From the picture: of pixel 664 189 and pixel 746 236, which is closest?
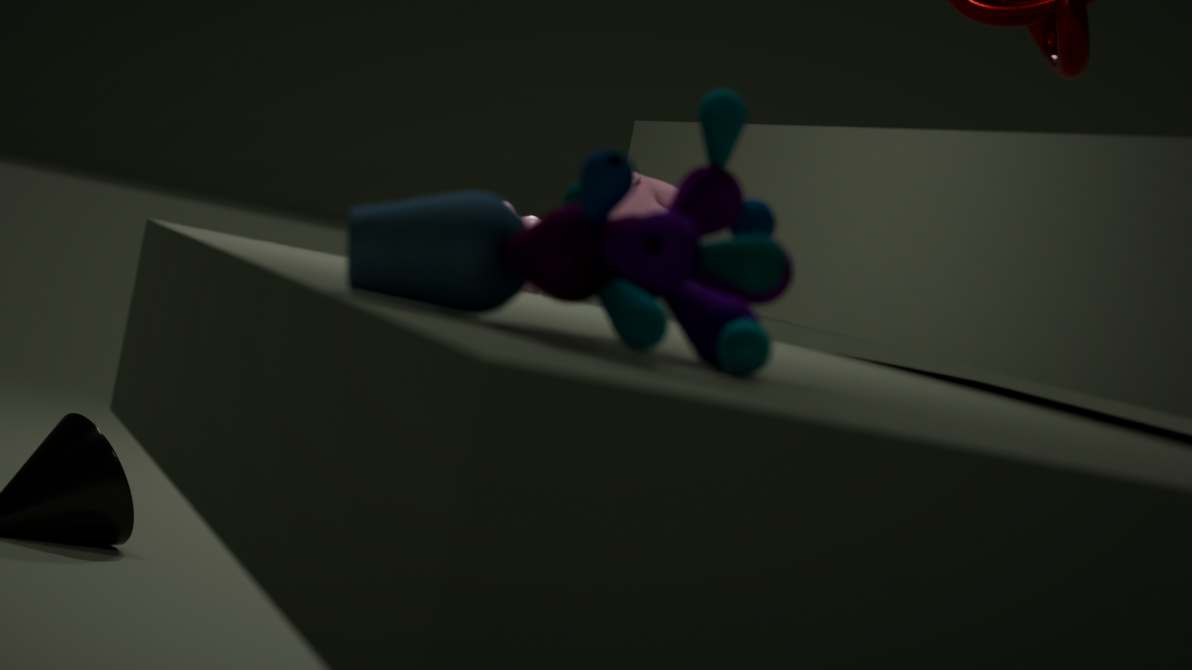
pixel 746 236
